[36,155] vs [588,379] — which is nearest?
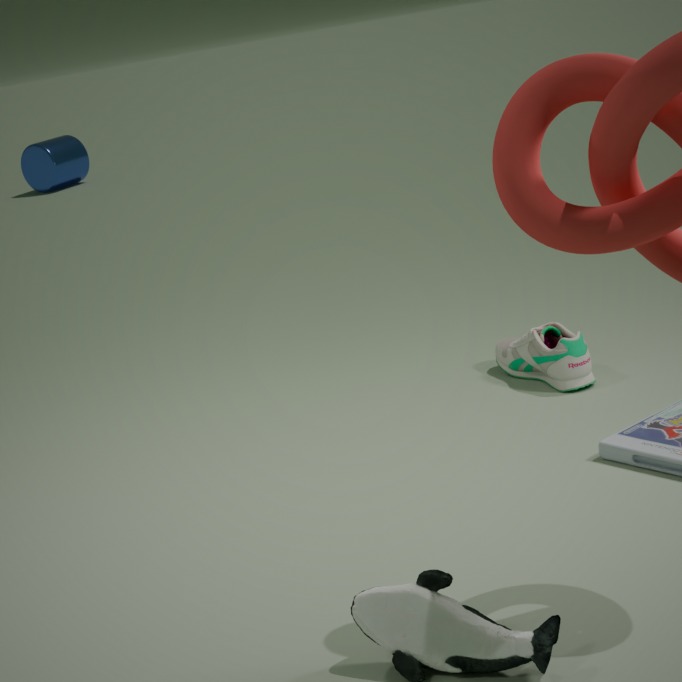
[588,379]
